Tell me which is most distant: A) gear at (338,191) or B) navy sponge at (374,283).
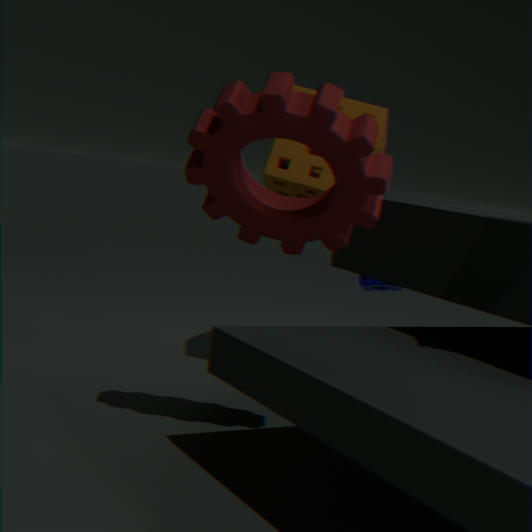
B. navy sponge at (374,283)
